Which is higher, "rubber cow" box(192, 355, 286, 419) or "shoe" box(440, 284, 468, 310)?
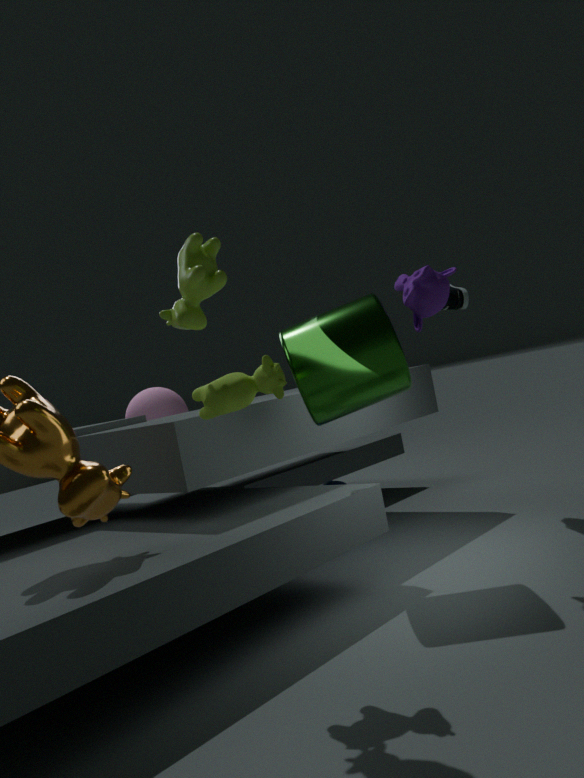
"shoe" box(440, 284, 468, 310)
